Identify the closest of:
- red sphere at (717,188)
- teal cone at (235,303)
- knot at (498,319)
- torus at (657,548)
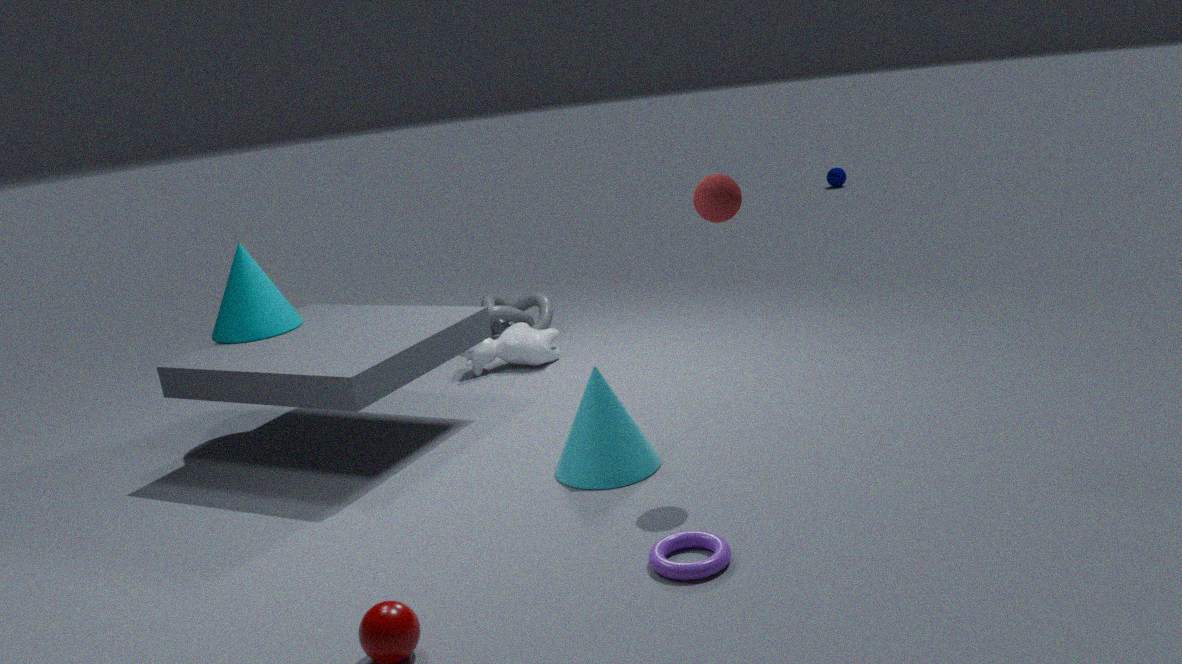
torus at (657,548)
